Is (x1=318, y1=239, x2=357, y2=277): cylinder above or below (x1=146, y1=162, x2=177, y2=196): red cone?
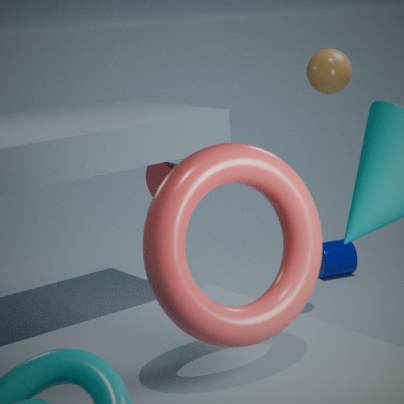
→ below
